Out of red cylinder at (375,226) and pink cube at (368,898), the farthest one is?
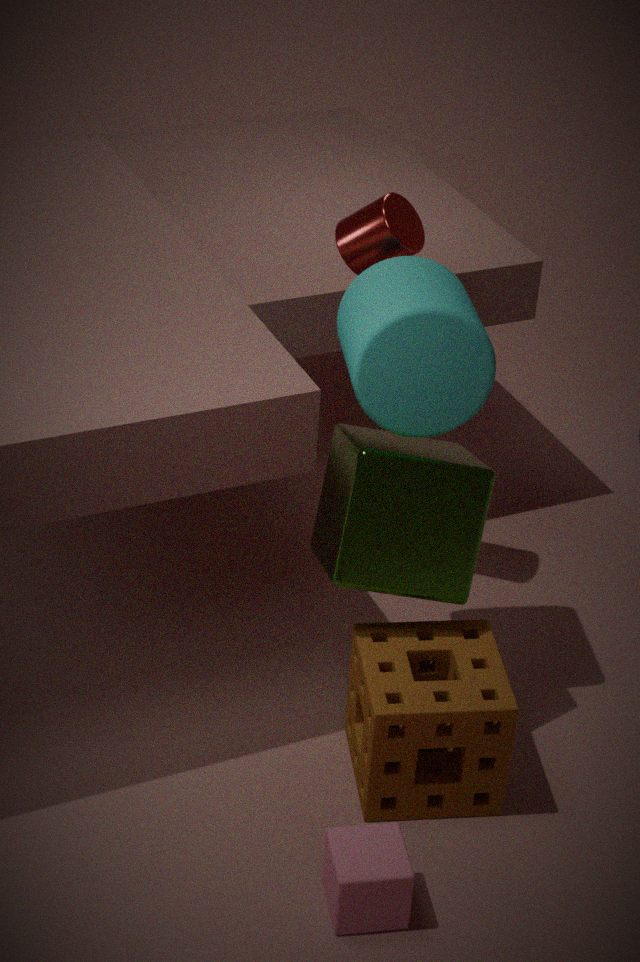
red cylinder at (375,226)
